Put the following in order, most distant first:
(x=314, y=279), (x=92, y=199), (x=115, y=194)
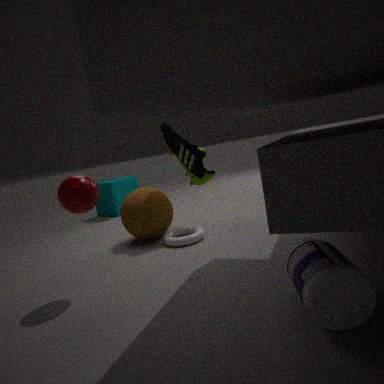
(x=115, y=194) → (x=92, y=199) → (x=314, y=279)
